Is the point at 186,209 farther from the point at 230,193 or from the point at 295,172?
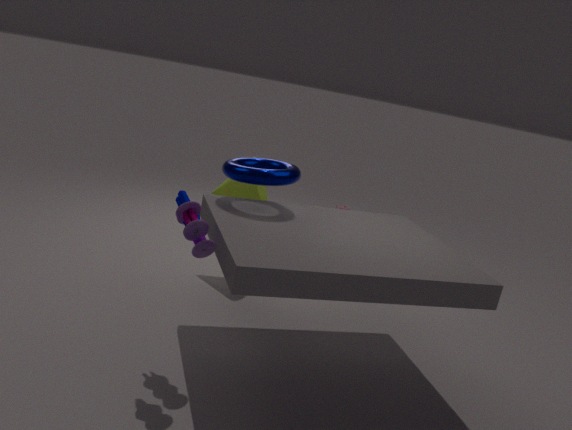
the point at 230,193
